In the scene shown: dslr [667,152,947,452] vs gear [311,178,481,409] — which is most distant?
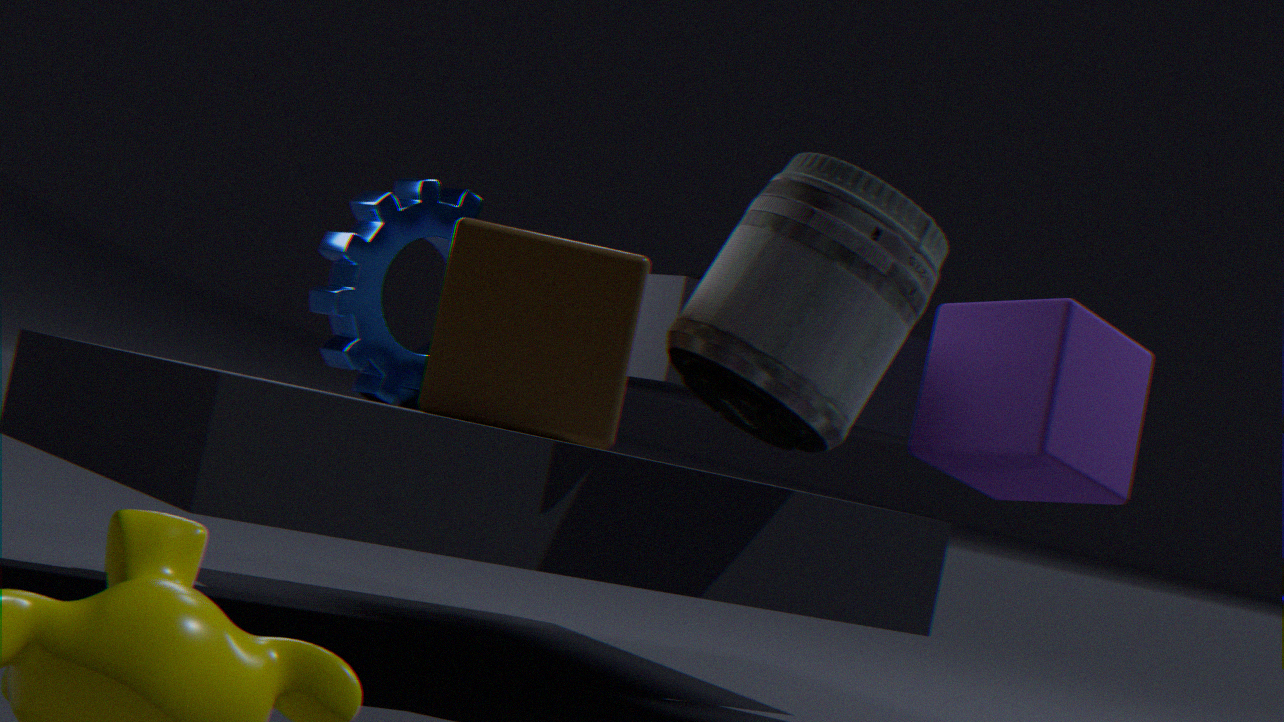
gear [311,178,481,409]
